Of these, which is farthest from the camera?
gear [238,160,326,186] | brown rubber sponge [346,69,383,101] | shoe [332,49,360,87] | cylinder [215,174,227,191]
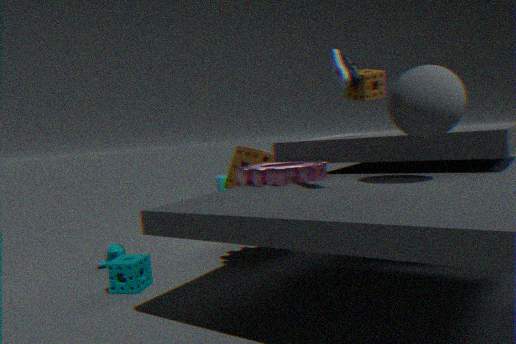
cylinder [215,174,227,191]
